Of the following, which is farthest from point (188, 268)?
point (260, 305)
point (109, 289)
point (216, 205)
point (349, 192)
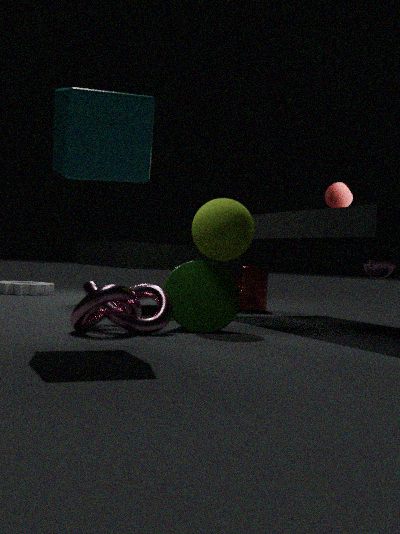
point (260, 305)
